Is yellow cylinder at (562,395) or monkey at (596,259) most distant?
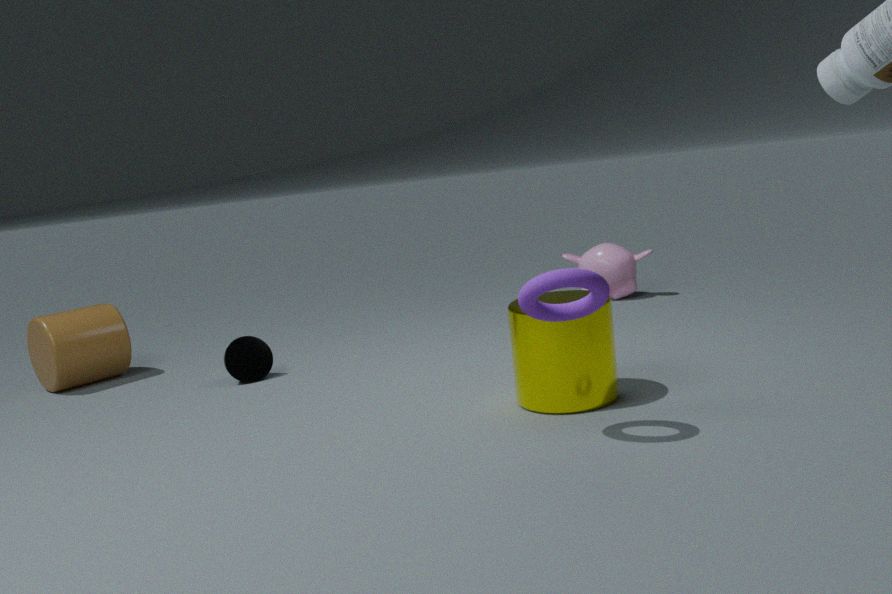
monkey at (596,259)
